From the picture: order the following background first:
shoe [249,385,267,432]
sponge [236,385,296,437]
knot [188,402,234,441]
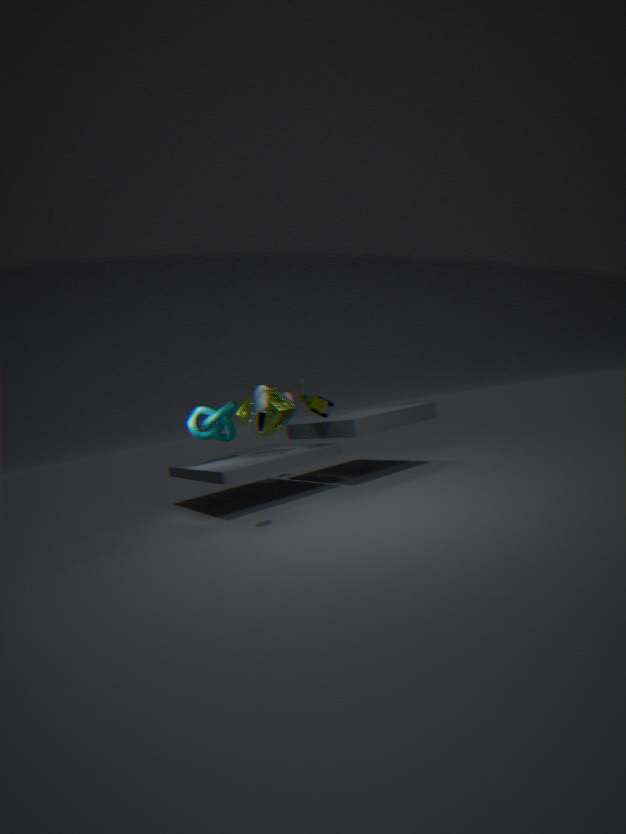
knot [188,402,234,441]
sponge [236,385,296,437]
shoe [249,385,267,432]
